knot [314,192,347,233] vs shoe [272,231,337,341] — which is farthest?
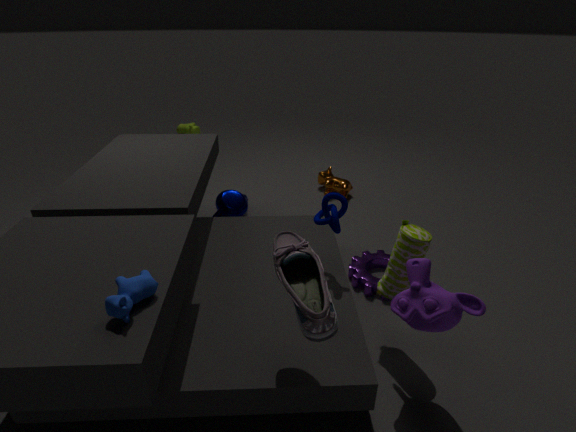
knot [314,192,347,233]
